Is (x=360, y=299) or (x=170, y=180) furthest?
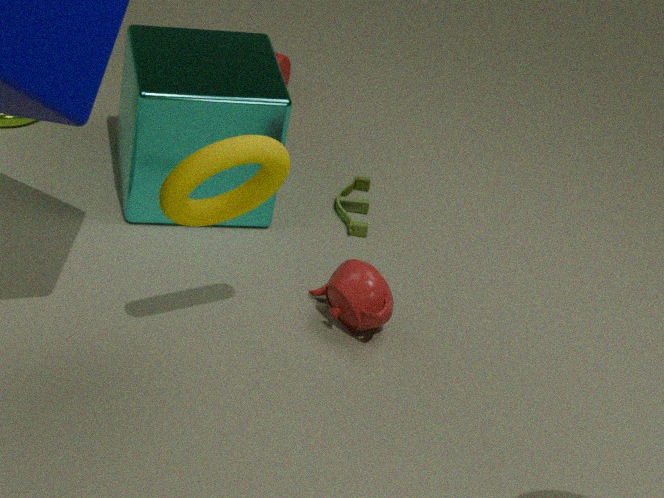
(x=360, y=299)
